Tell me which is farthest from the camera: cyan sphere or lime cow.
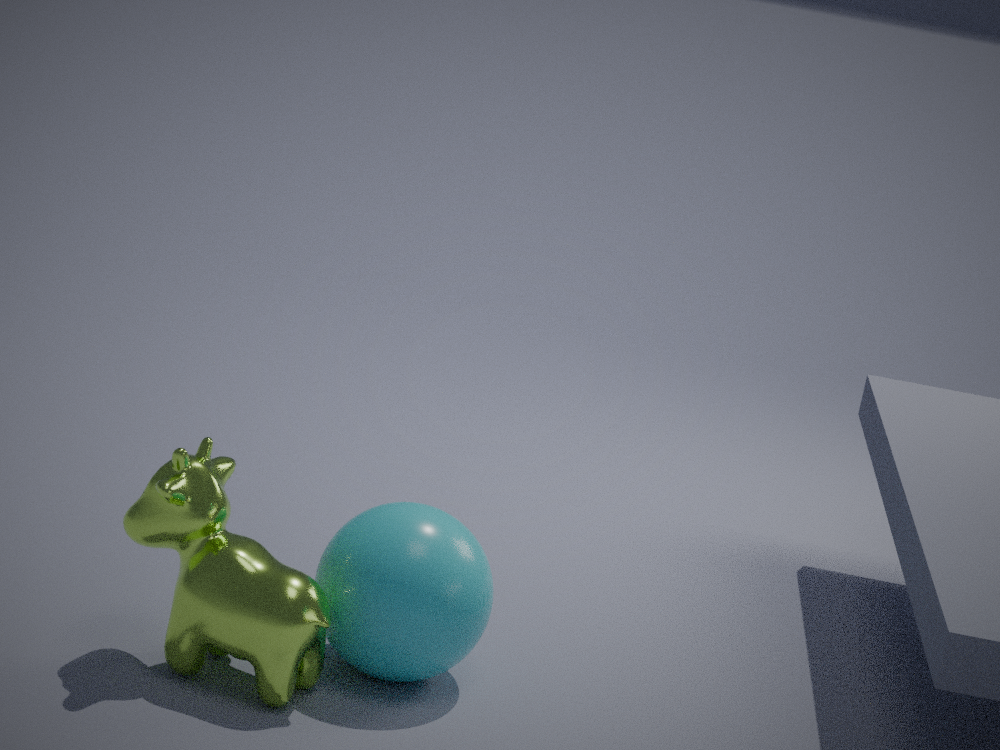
cyan sphere
